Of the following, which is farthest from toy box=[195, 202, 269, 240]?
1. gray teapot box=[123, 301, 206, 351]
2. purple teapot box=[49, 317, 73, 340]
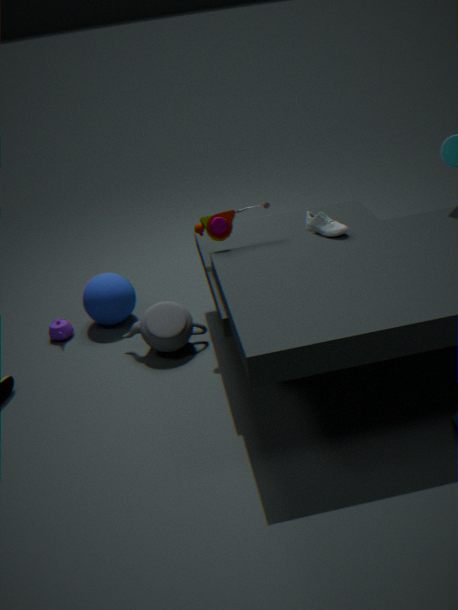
purple teapot box=[49, 317, 73, 340]
